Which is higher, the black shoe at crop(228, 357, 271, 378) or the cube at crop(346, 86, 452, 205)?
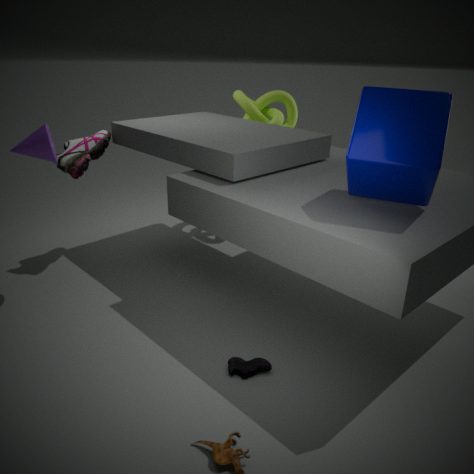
the cube at crop(346, 86, 452, 205)
